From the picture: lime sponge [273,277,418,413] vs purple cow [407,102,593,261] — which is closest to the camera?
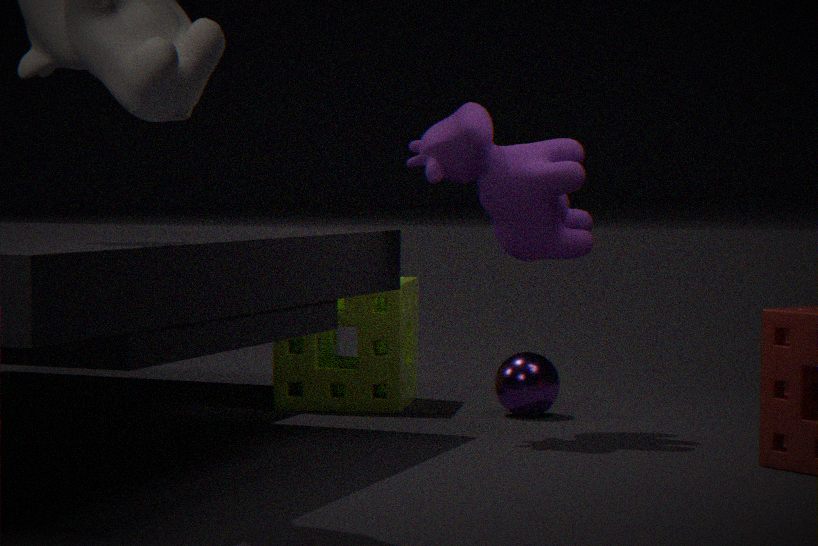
purple cow [407,102,593,261]
